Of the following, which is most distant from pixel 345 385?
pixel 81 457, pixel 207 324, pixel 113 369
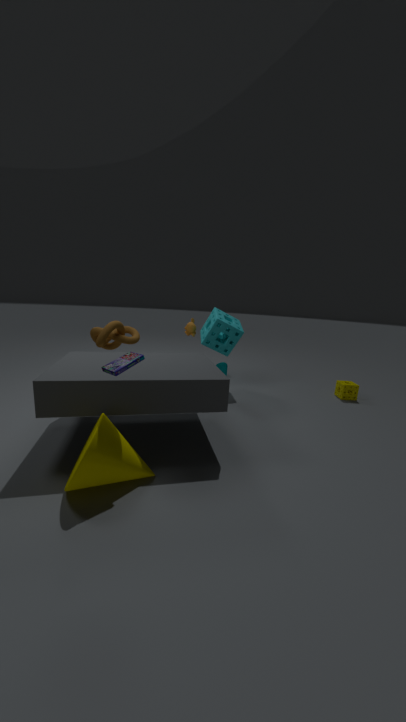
pixel 81 457
